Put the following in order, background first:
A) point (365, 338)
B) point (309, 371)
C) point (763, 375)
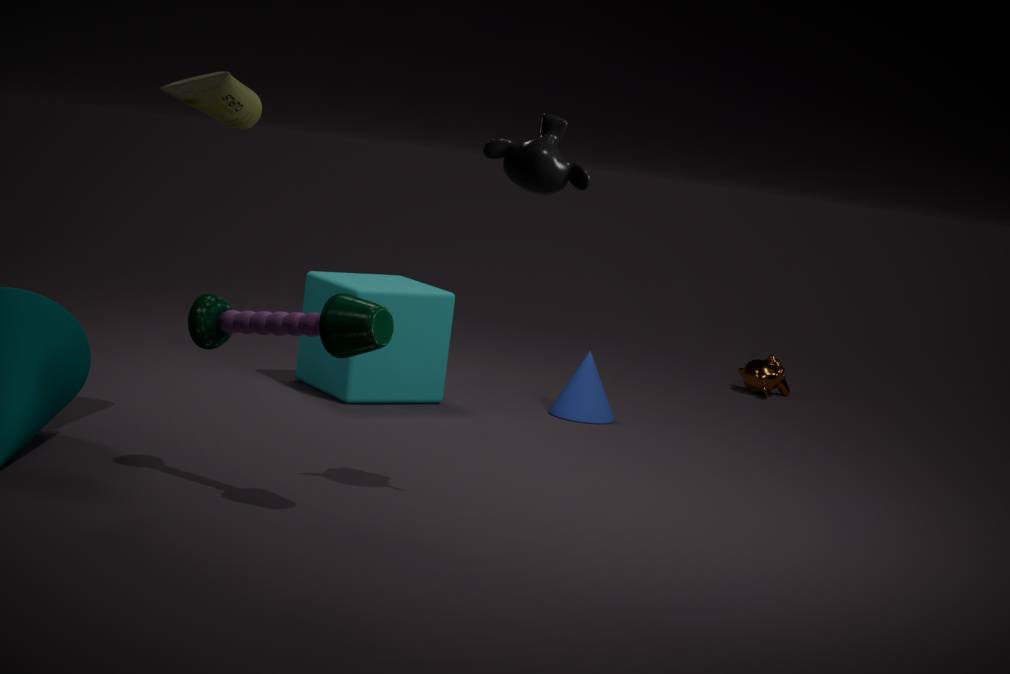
1. point (763, 375)
2. point (309, 371)
3. point (365, 338)
